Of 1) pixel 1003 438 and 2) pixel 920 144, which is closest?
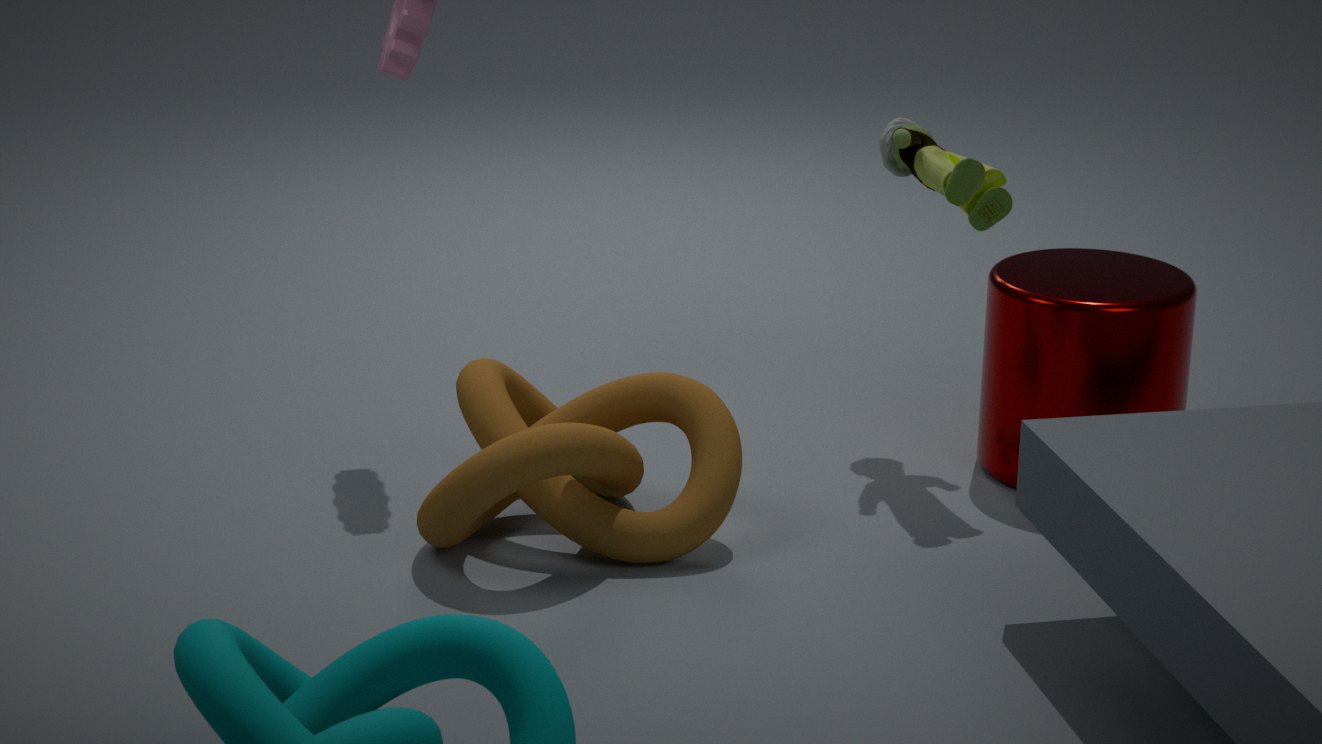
1. pixel 1003 438
